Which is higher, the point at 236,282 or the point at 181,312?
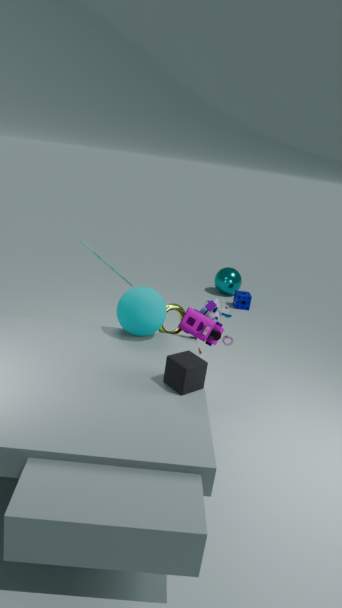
the point at 181,312
